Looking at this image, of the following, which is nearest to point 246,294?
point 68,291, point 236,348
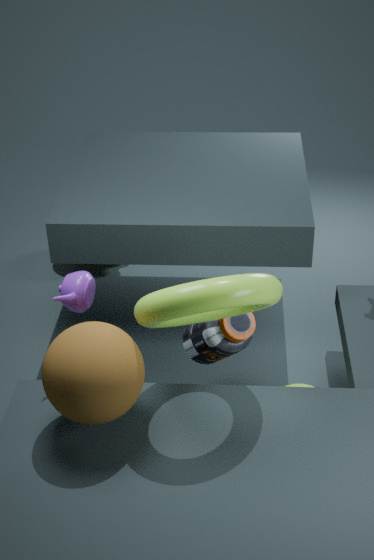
point 236,348
